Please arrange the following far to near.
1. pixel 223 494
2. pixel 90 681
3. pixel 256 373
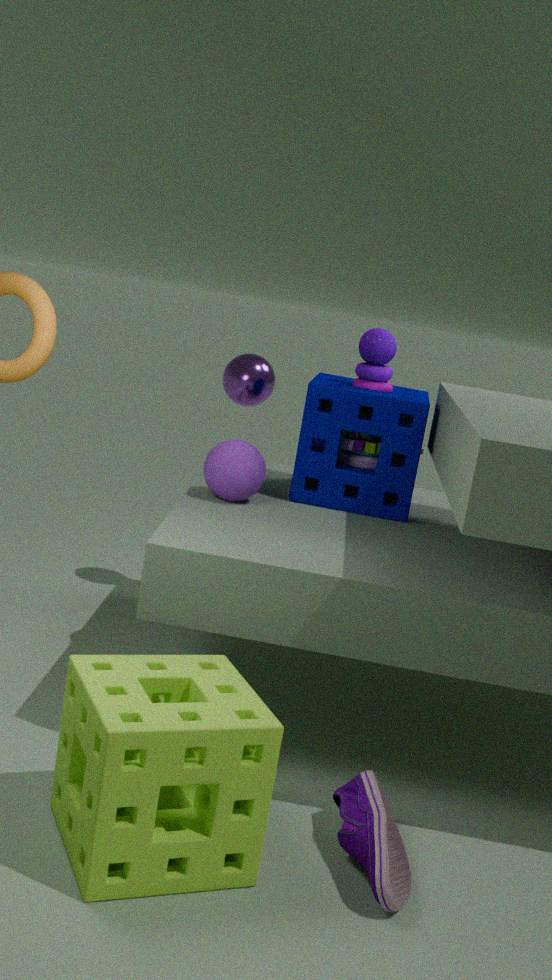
pixel 256 373 < pixel 223 494 < pixel 90 681
